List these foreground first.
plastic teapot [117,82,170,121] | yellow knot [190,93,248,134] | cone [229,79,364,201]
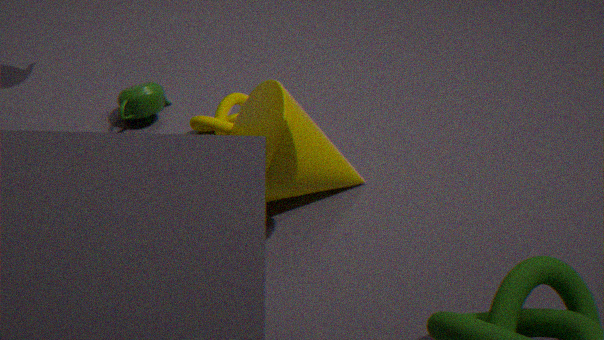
1. cone [229,79,364,201]
2. yellow knot [190,93,248,134]
3. plastic teapot [117,82,170,121]
